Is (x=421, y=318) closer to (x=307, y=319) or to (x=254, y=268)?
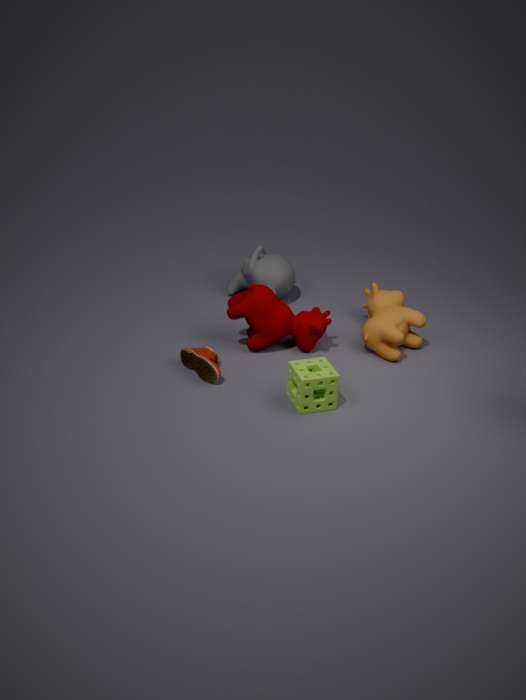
(x=307, y=319)
